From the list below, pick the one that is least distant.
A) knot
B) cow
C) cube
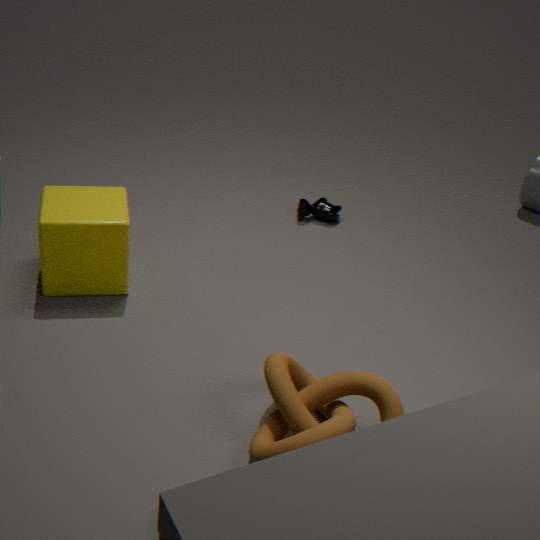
knot
